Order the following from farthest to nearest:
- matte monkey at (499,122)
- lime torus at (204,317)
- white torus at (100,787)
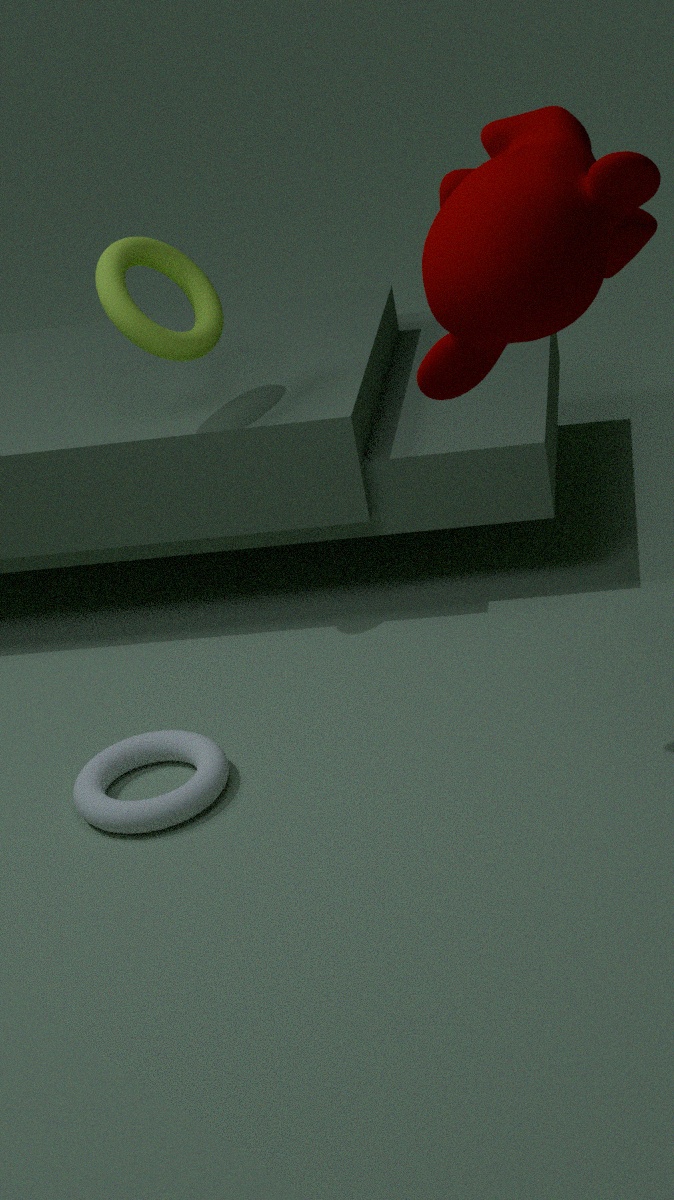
lime torus at (204,317)
white torus at (100,787)
matte monkey at (499,122)
